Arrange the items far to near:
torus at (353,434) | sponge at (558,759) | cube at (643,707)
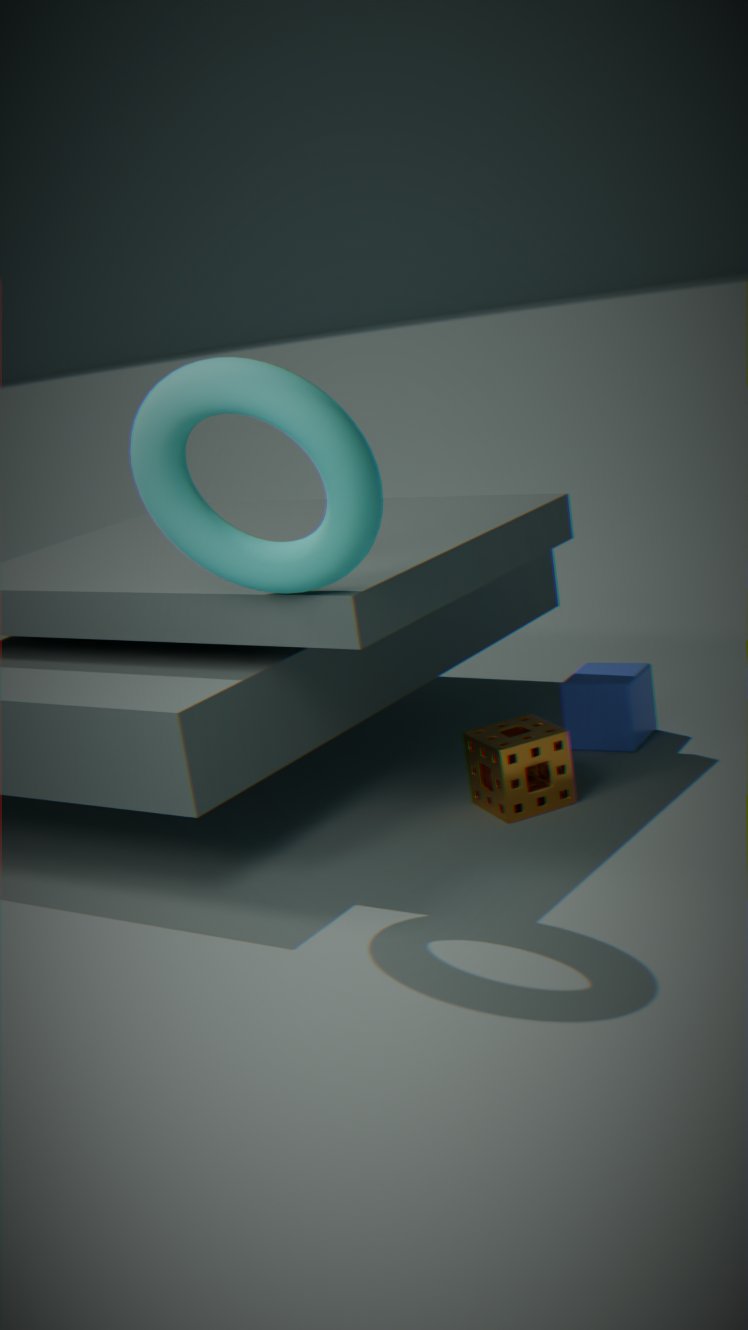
cube at (643,707), sponge at (558,759), torus at (353,434)
